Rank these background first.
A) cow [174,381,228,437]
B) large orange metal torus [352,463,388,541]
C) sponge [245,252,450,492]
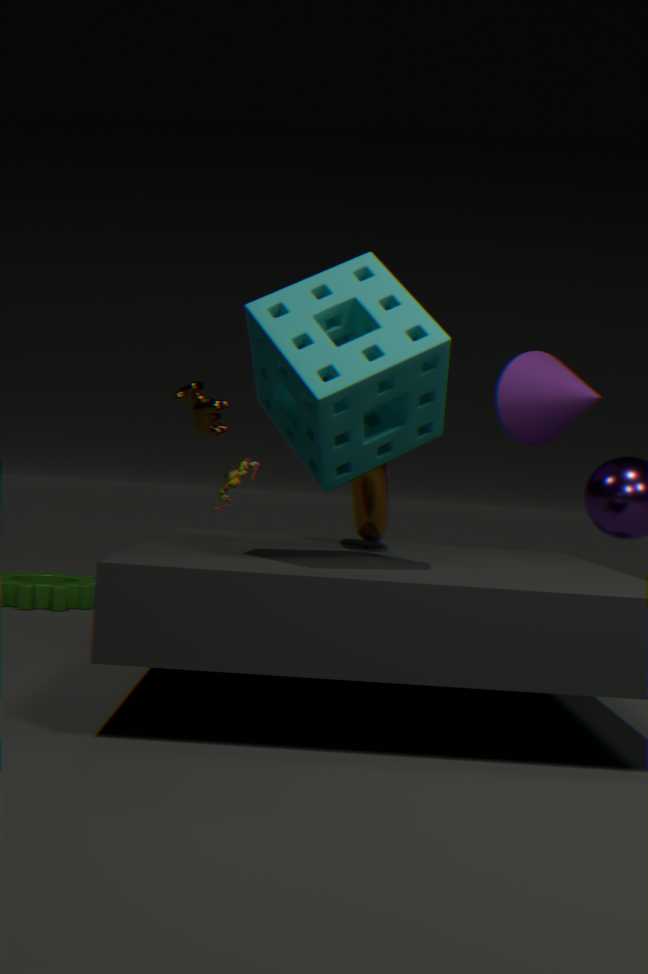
1. cow [174,381,228,437]
2. large orange metal torus [352,463,388,541]
3. sponge [245,252,450,492]
